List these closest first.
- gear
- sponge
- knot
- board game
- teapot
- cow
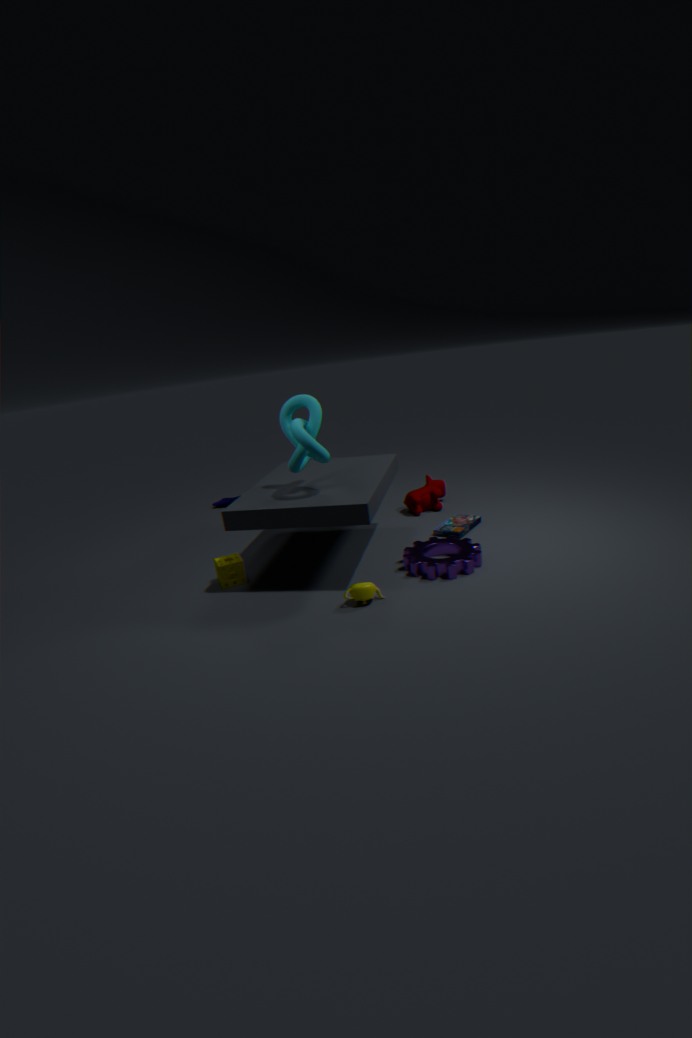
teapot, knot, gear, sponge, board game, cow
